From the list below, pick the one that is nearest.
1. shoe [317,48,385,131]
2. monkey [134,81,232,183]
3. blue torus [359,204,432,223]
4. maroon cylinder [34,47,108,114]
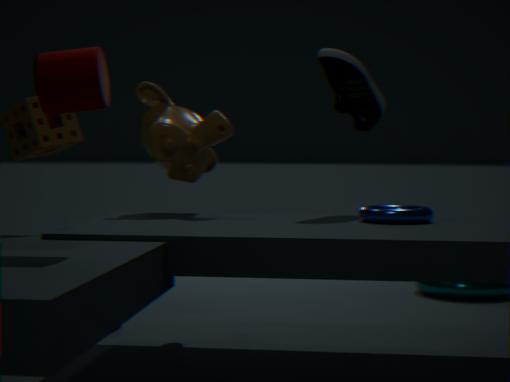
maroon cylinder [34,47,108,114]
